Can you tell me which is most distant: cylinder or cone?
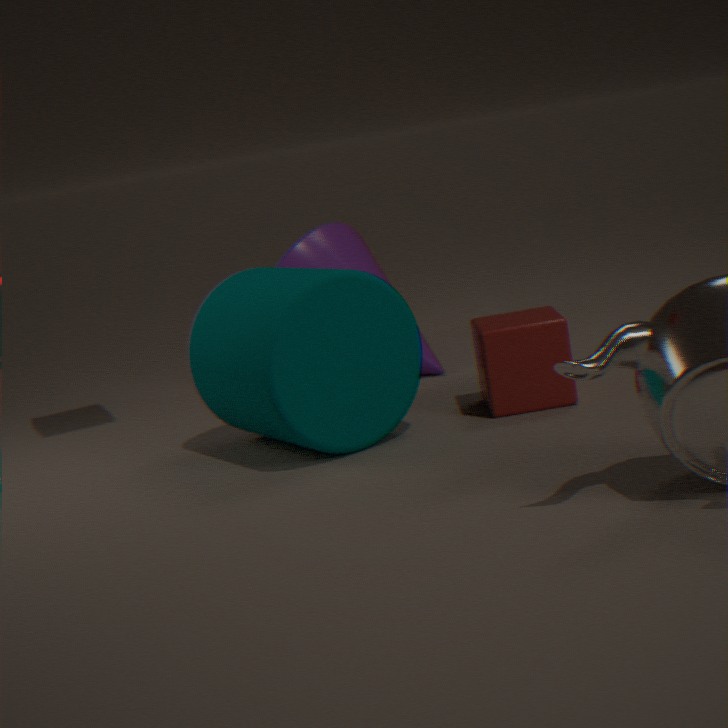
cone
